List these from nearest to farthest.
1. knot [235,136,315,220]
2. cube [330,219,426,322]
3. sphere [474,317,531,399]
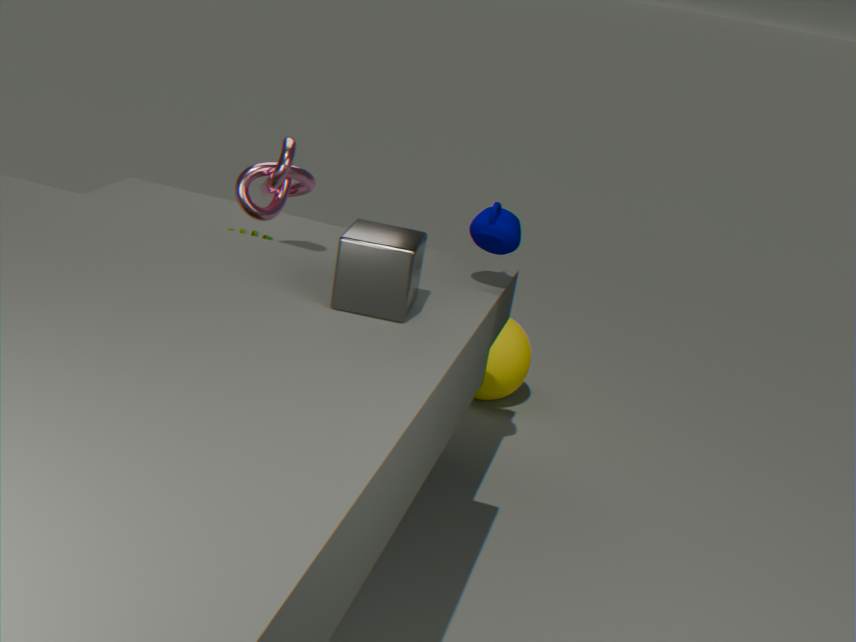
cube [330,219,426,322] → knot [235,136,315,220] → sphere [474,317,531,399]
